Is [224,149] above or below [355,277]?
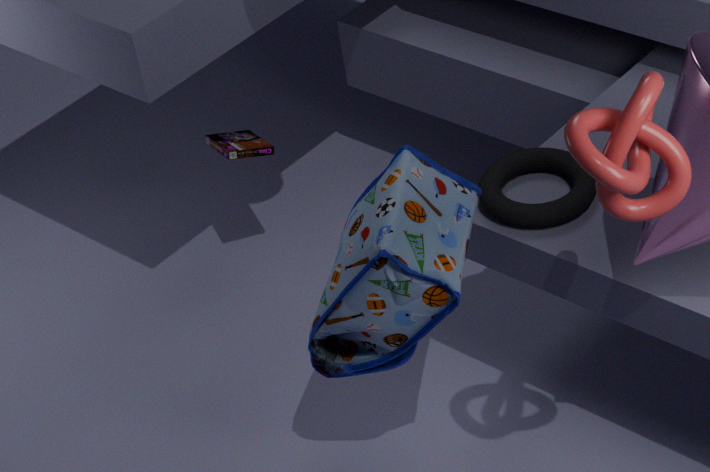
below
